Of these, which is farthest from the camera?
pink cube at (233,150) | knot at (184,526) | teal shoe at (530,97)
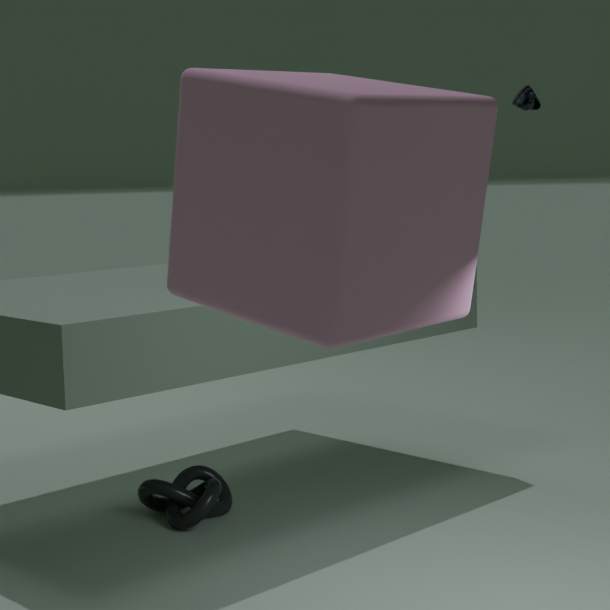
teal shoe at (530,97)
